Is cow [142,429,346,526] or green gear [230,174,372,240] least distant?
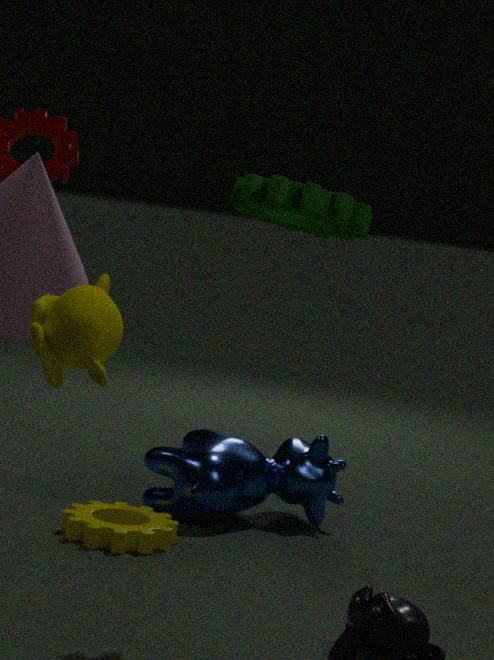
green gear [230,174,372,240]
